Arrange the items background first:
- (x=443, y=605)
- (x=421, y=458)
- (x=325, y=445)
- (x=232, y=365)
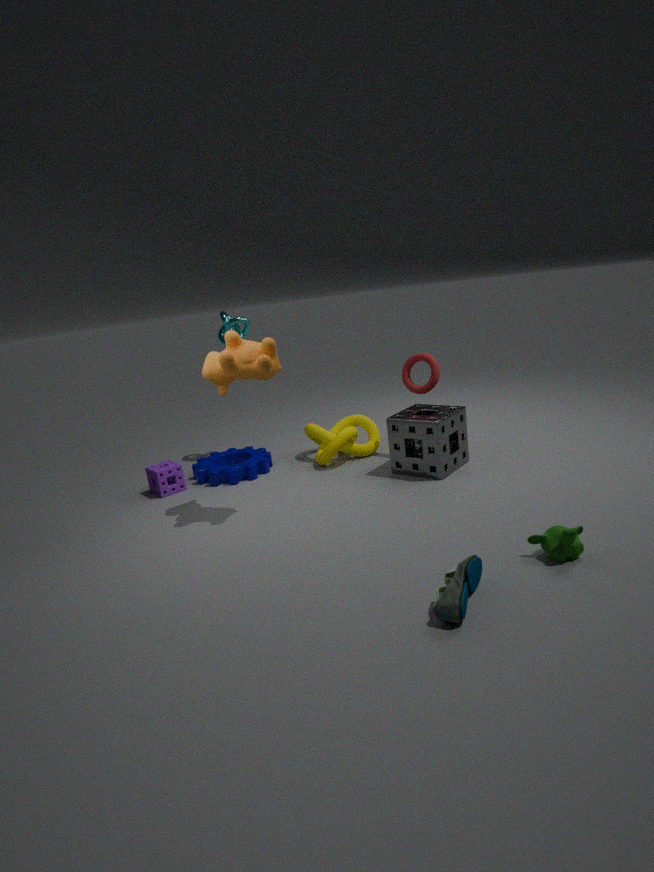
1. (x=325, y=445)
2. (x=421, y=458)
3. (x=232, y=365)
4. (x=443, y=605)
